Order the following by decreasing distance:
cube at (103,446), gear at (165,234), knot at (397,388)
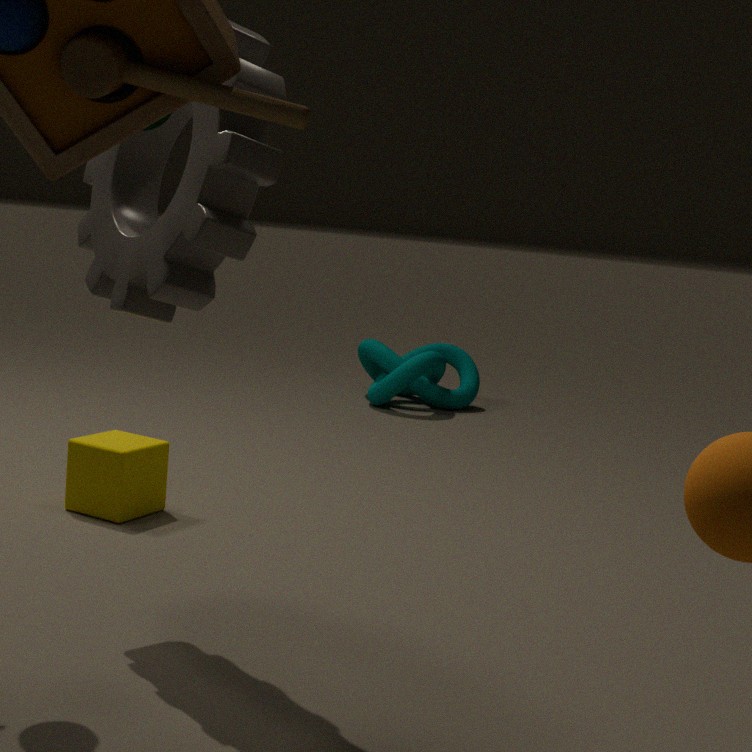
knot at (397,388) < cube at (103,446) < gear at (165,234)
